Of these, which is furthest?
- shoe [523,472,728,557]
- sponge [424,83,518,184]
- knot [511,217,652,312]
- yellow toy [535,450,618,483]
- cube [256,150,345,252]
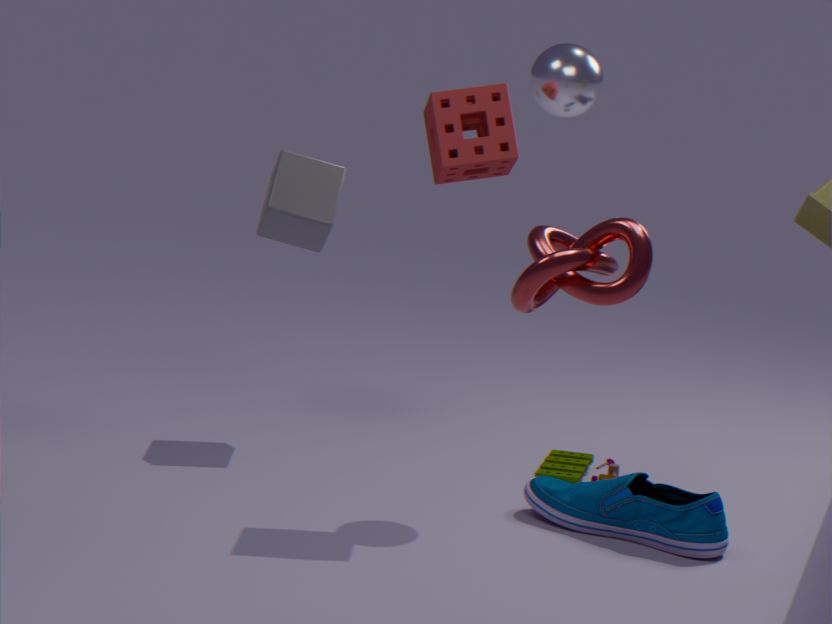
cube [256,150,345,252]
